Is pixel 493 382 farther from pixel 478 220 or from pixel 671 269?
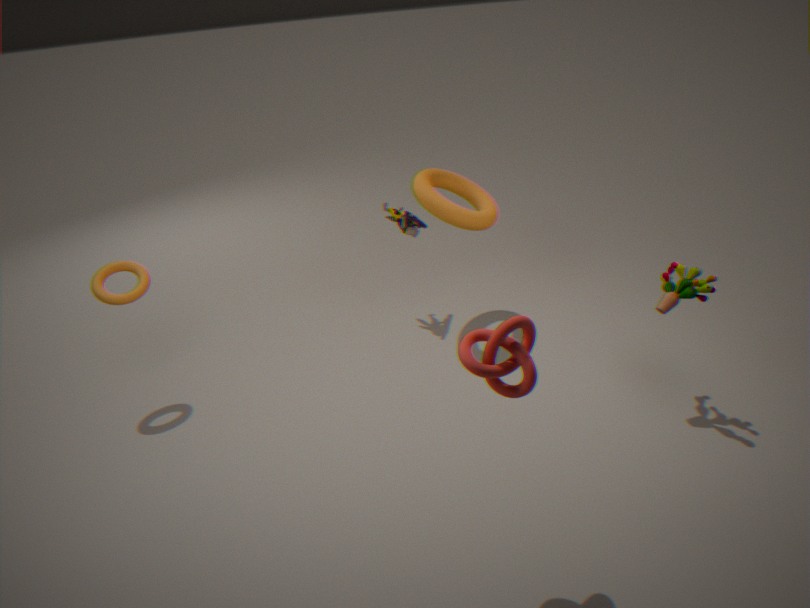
pixel 478 220
